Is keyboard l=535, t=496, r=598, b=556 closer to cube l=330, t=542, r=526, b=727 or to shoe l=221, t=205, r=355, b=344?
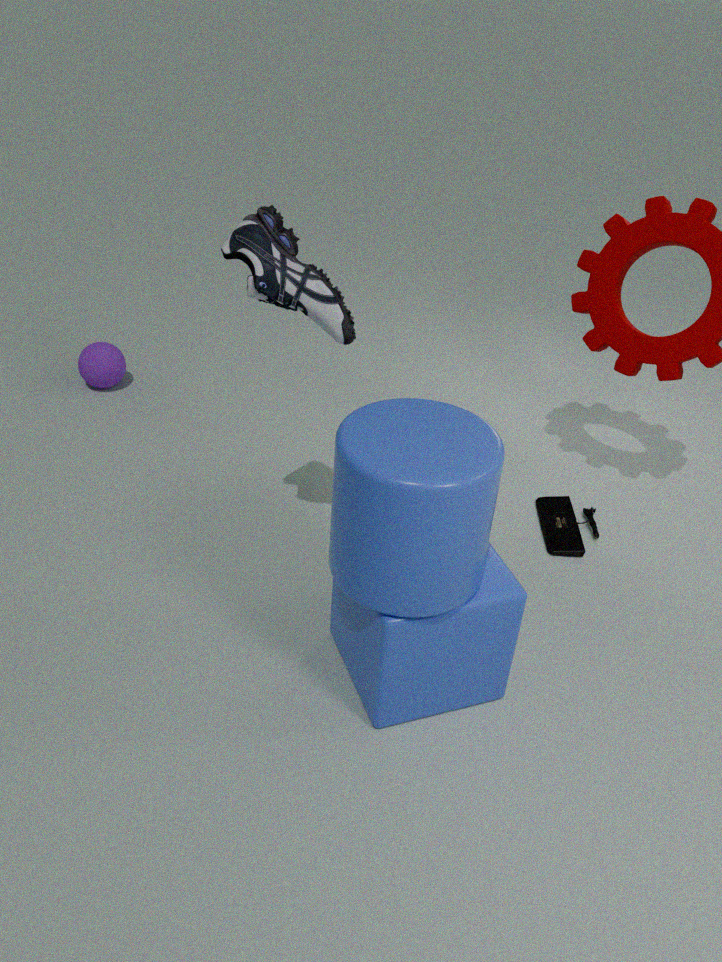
cube l=330, t=542, r=526, b=727
